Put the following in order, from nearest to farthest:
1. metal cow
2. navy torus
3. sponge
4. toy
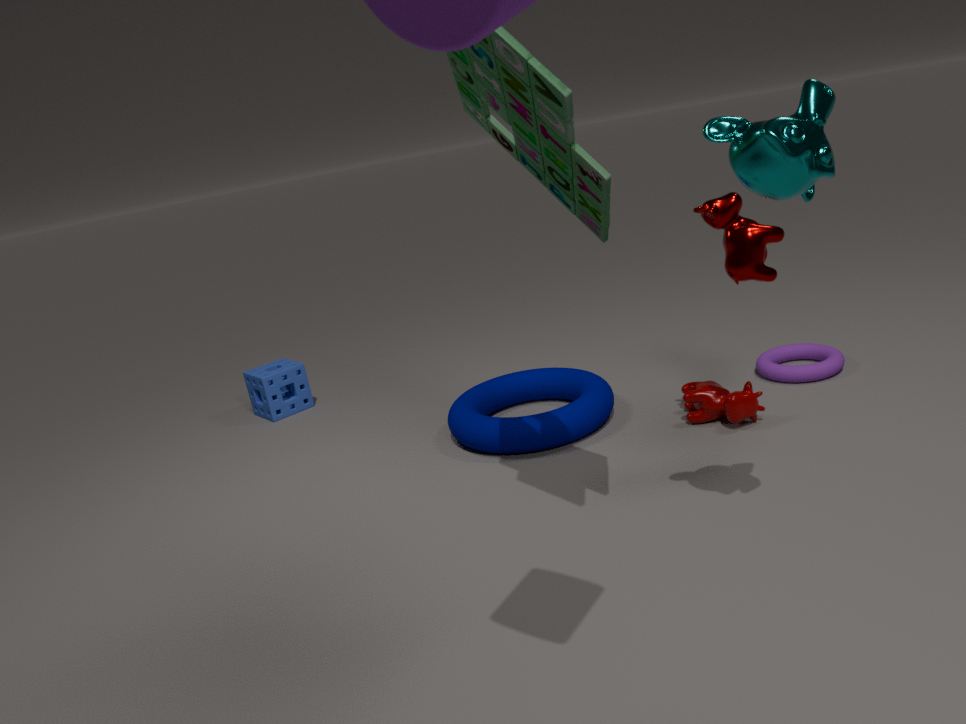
toy < metal cow < navy torus < sponge
